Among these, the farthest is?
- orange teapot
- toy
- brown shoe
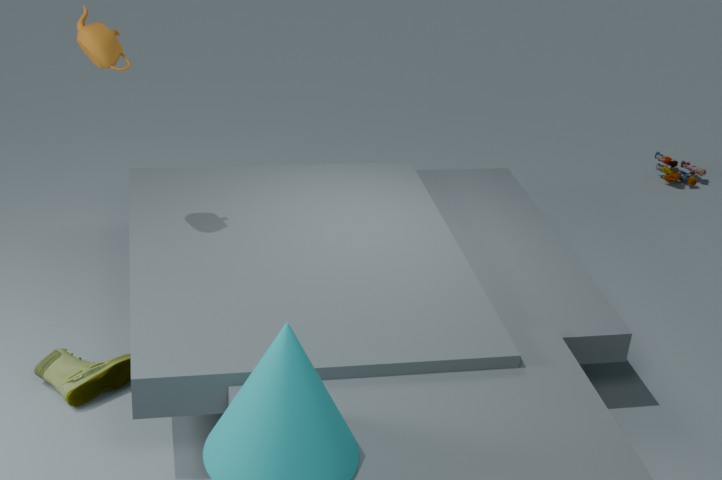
toy
